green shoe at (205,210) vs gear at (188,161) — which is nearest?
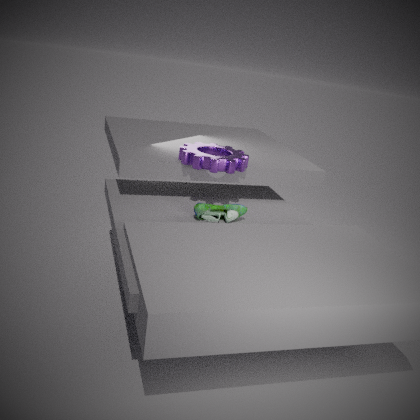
green shoe at (205,210)
